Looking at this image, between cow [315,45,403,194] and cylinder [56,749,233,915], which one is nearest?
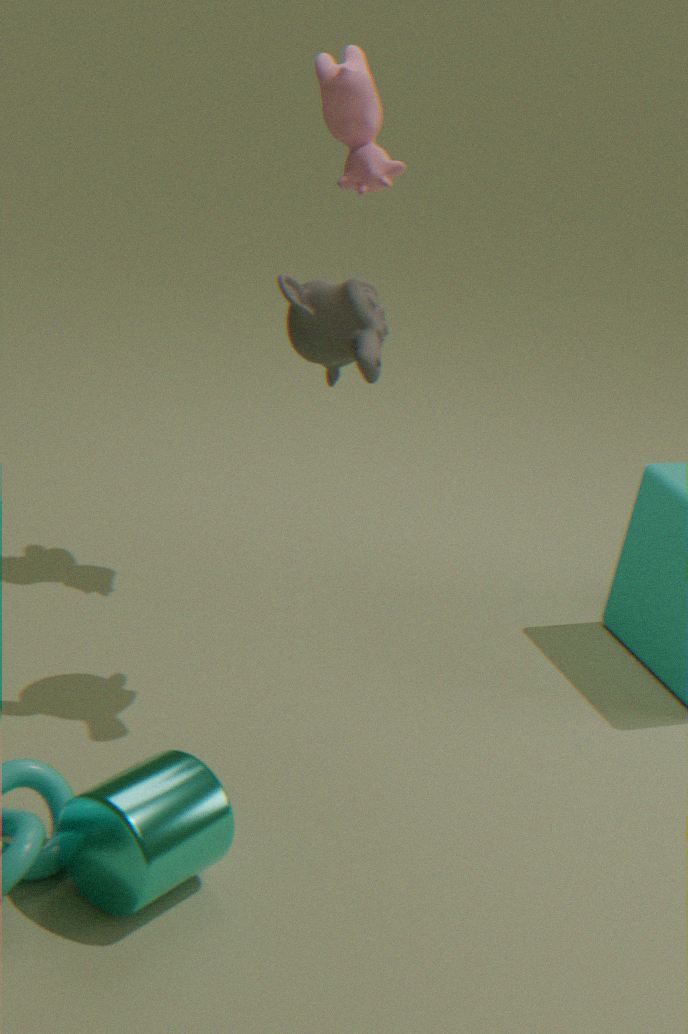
cylinder [56,749,233,915]
